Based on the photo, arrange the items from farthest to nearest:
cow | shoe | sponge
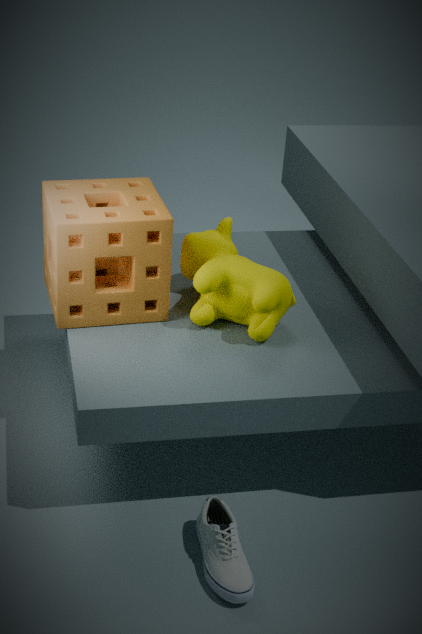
cow < sponge < shoe
